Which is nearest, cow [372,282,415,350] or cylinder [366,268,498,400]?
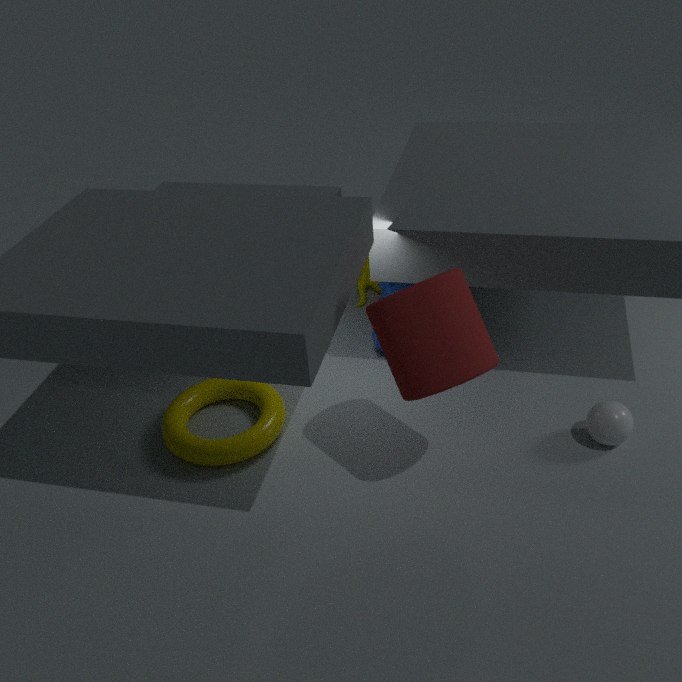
cylinder [366,268,498,400]
